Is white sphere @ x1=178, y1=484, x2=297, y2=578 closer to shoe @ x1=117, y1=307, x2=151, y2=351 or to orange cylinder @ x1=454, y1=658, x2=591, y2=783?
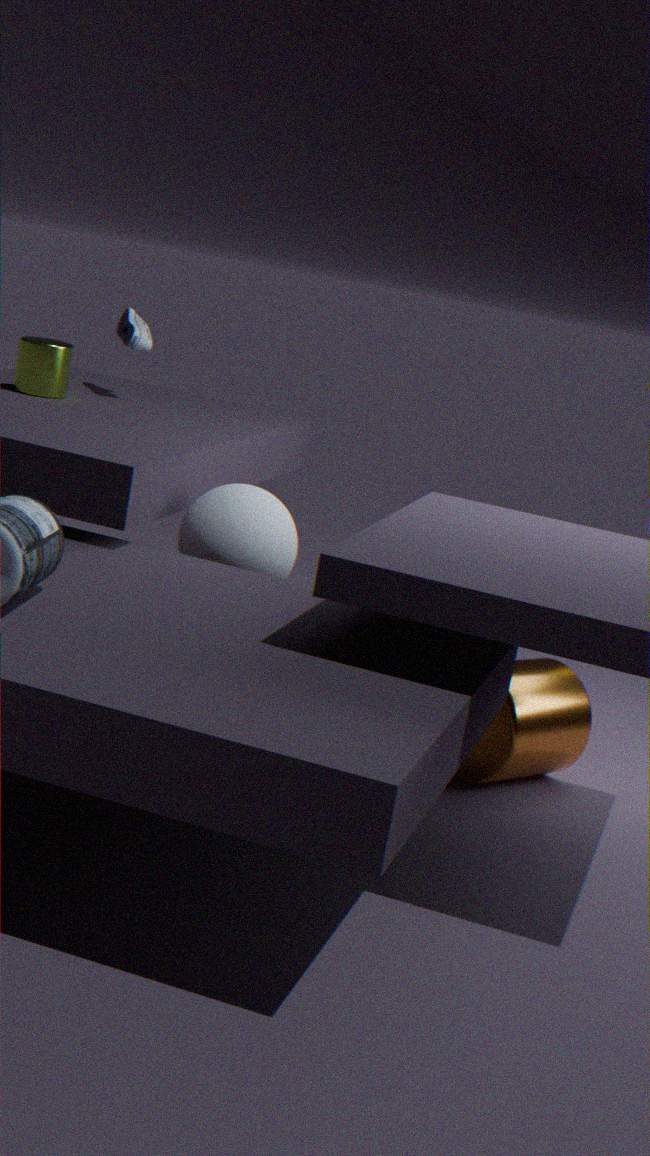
orange cylinder @ x1=454, y1=658, x2=591, y2=783
